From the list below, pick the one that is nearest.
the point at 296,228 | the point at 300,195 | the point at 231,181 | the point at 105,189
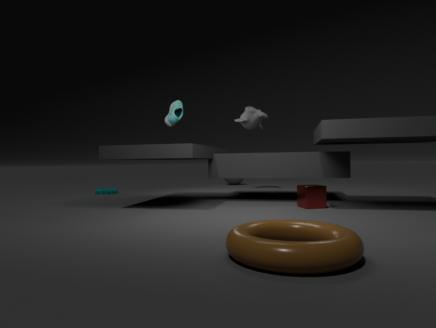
the point at 296,228
